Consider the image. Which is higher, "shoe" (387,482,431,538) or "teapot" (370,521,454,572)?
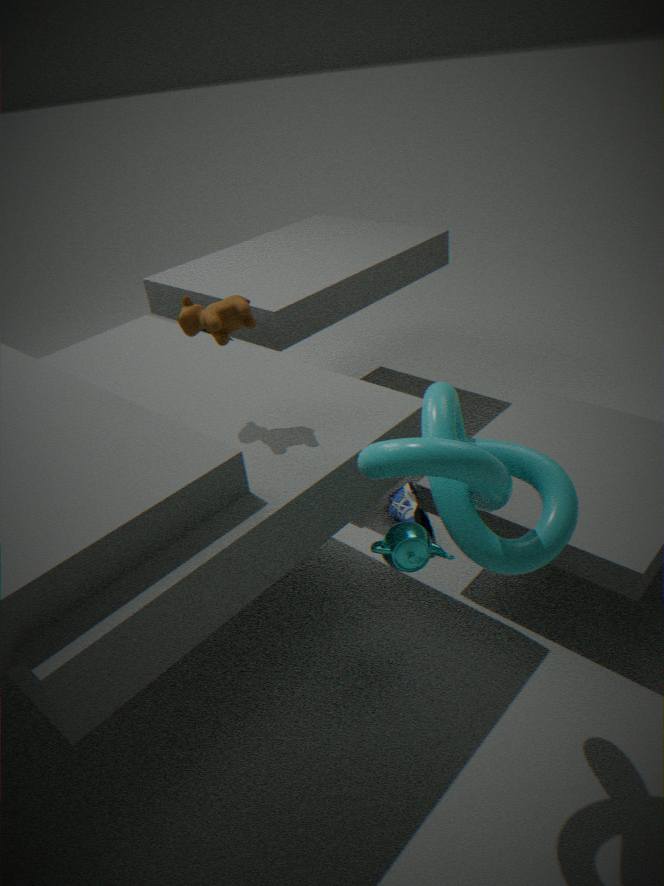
"teapot" (370,521,454,572)
